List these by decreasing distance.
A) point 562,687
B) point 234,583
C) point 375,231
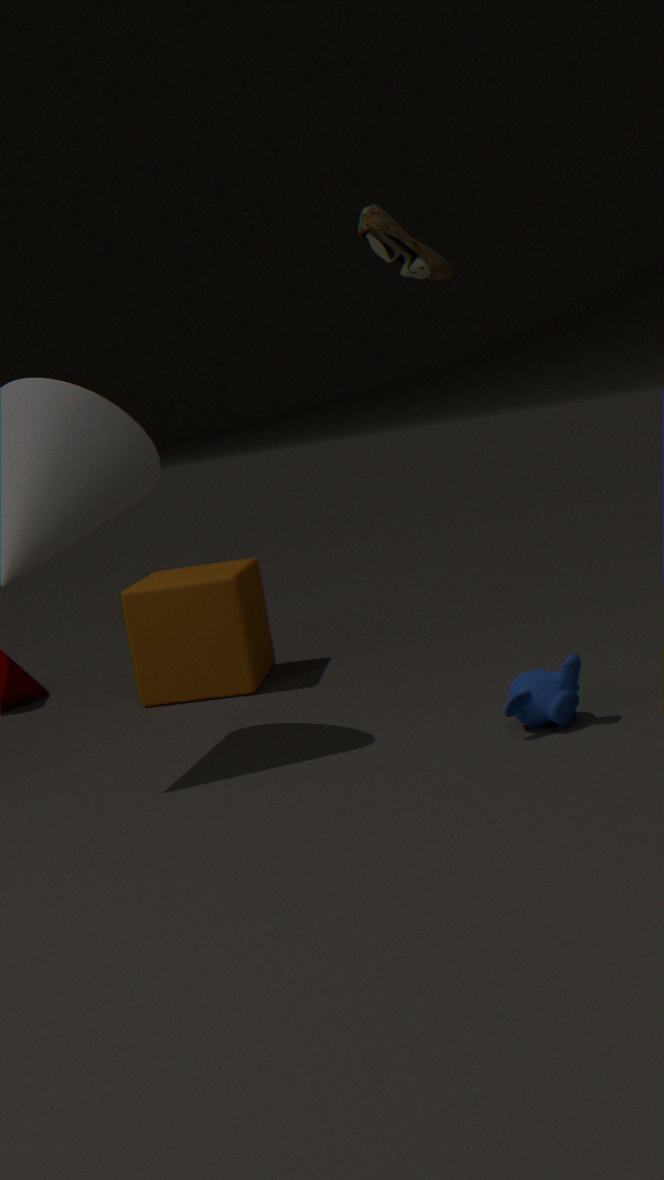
point 234,583 < point 375,231 < point 562,687
